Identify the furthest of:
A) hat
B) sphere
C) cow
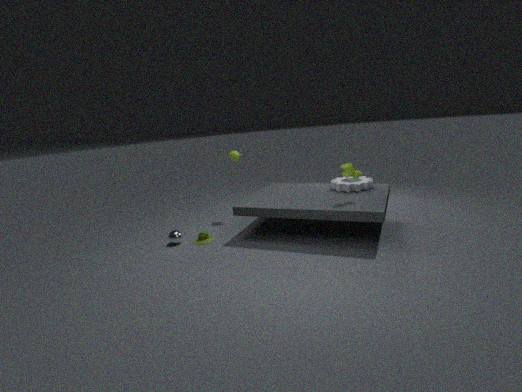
hat
